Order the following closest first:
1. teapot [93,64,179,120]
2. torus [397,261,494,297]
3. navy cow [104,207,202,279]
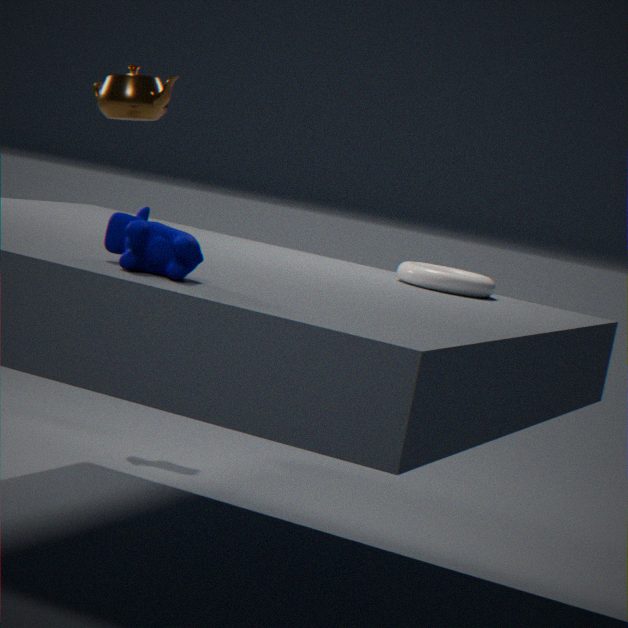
navy cow [104,207,202,279], teapot [93,64,179,120], torus [397,261,494,297]
